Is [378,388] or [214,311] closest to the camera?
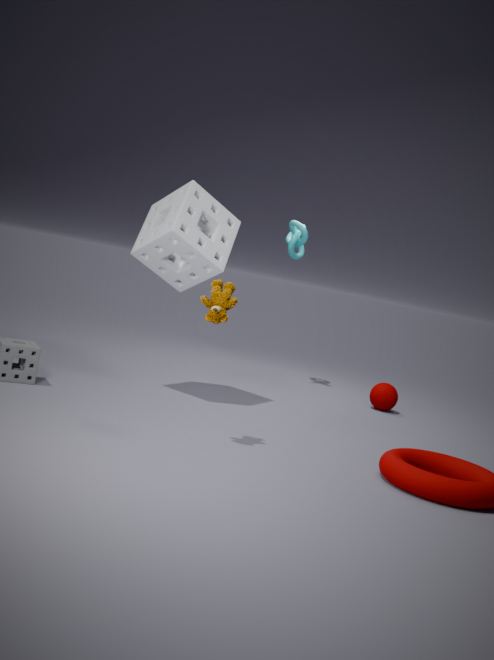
[214,311]
